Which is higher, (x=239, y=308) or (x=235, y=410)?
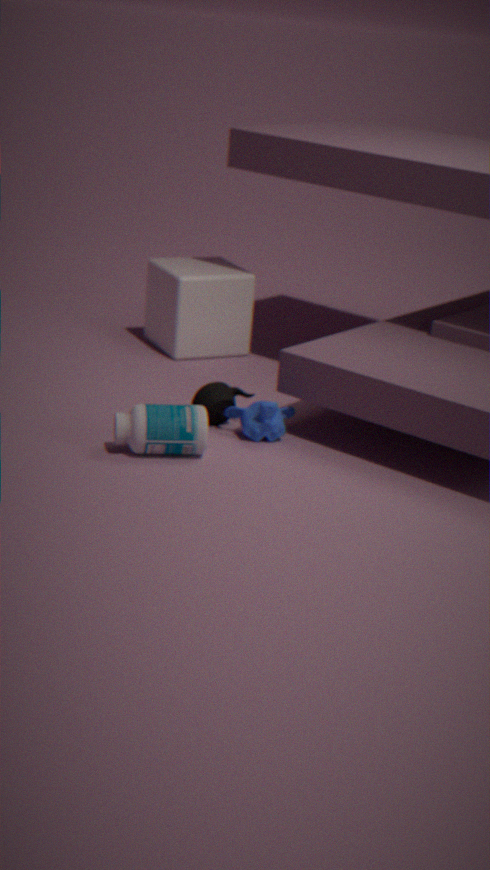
(x=239, y=308)
